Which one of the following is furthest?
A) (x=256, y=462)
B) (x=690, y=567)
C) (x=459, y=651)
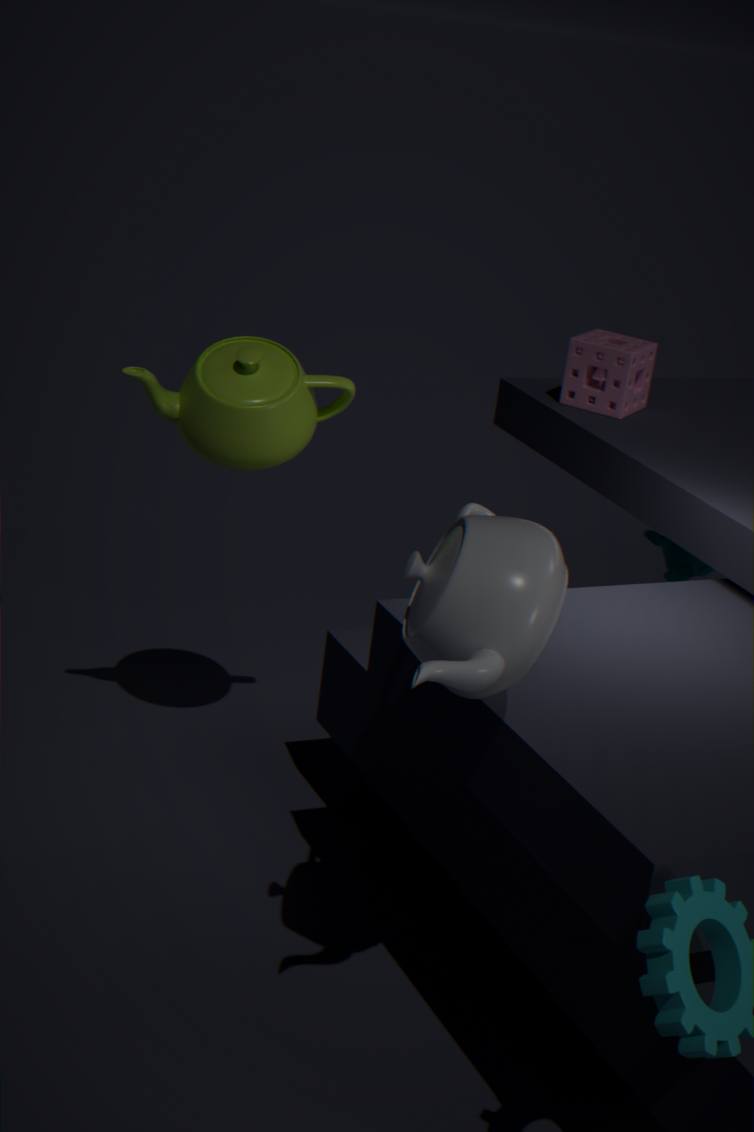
(x=690, y=567)
